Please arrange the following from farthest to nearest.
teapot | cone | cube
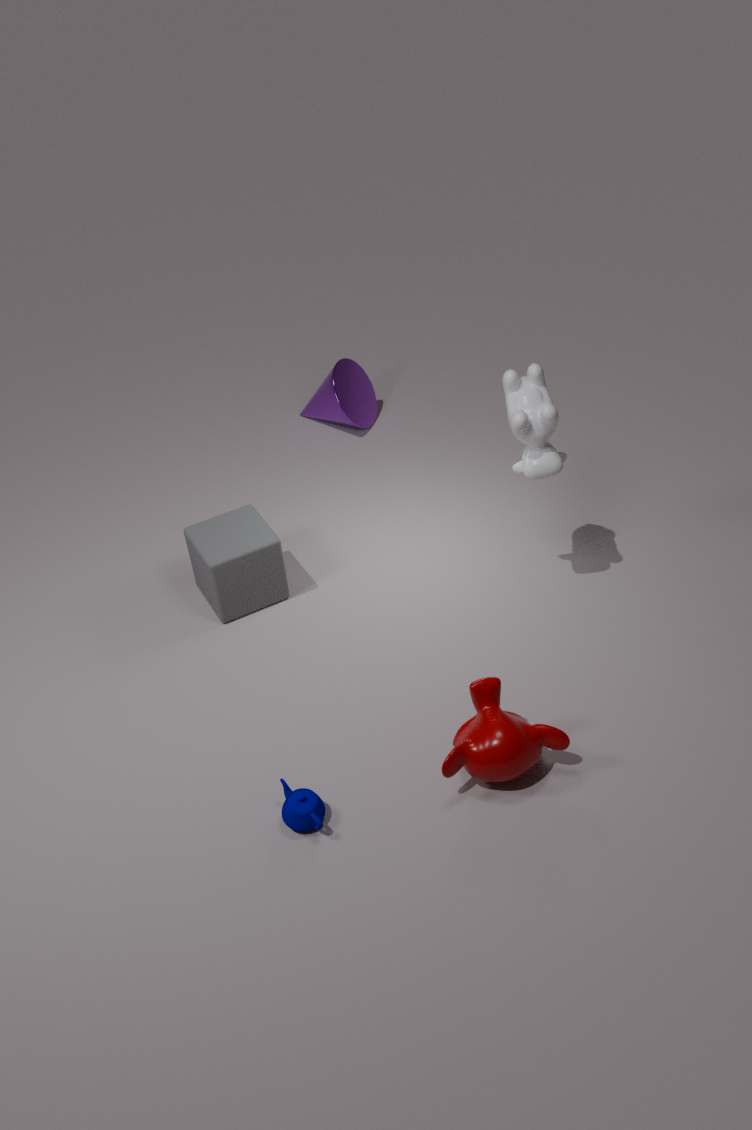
cone → cube → teapot
